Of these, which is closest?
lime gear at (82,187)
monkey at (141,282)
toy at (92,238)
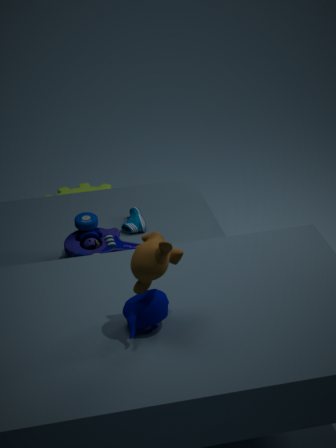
monkey at (141,282)
